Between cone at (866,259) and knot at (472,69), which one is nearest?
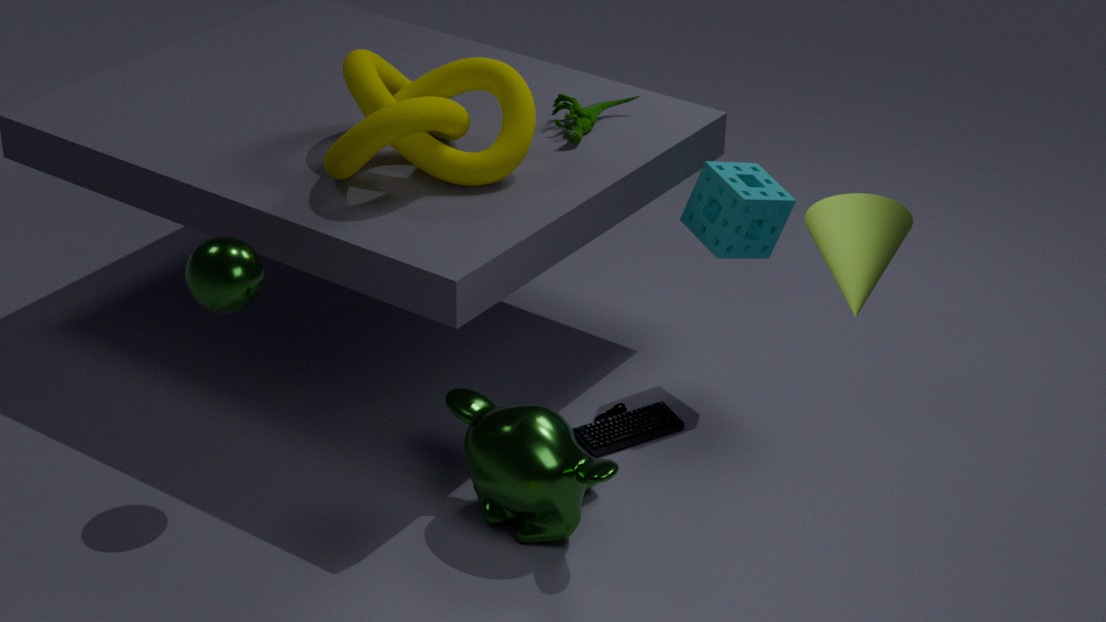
cone at (866,259)
